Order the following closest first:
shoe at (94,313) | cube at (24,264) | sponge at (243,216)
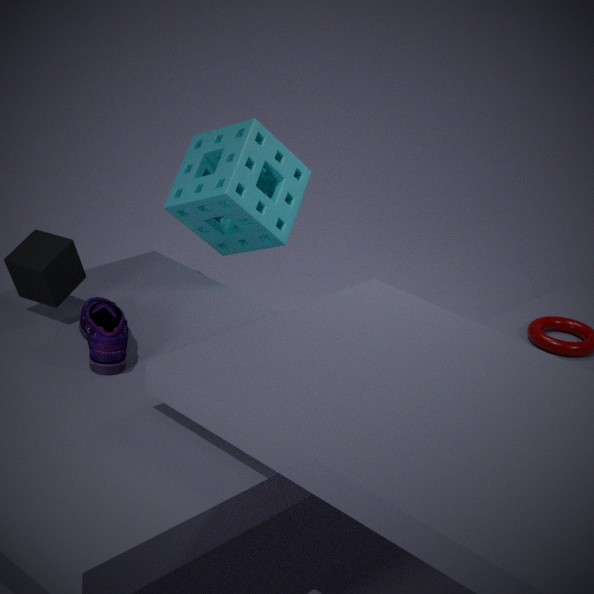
shoe at (94,313)
cube at (24,264)
sponge at (243,216)
